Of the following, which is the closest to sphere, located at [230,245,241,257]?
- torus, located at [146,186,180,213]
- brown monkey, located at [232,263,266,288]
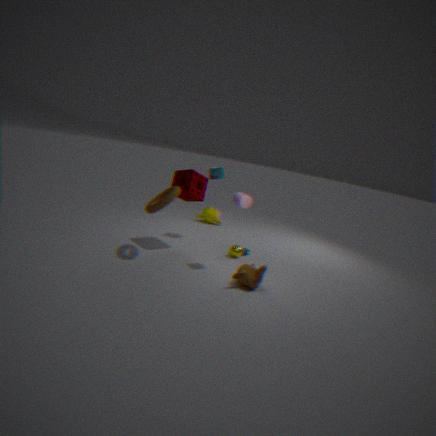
brown monkey, located at [232,263,266,288]
